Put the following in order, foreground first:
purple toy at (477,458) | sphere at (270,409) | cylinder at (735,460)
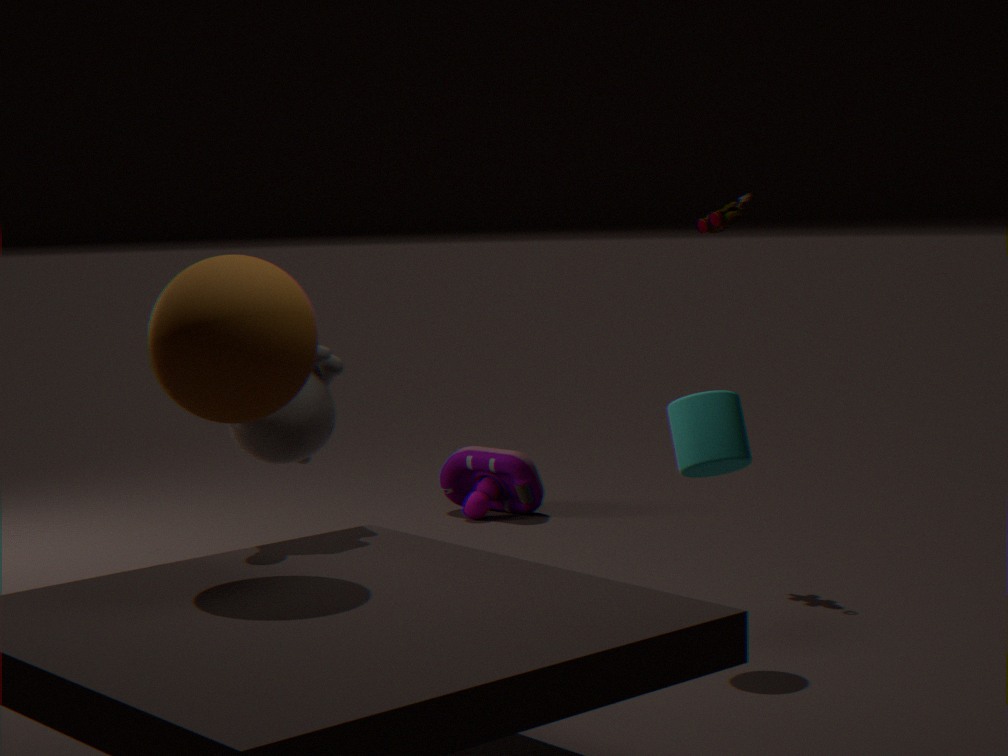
sphere at (270,409)
cylinder at (735,460)
purple toy at (477,458)
